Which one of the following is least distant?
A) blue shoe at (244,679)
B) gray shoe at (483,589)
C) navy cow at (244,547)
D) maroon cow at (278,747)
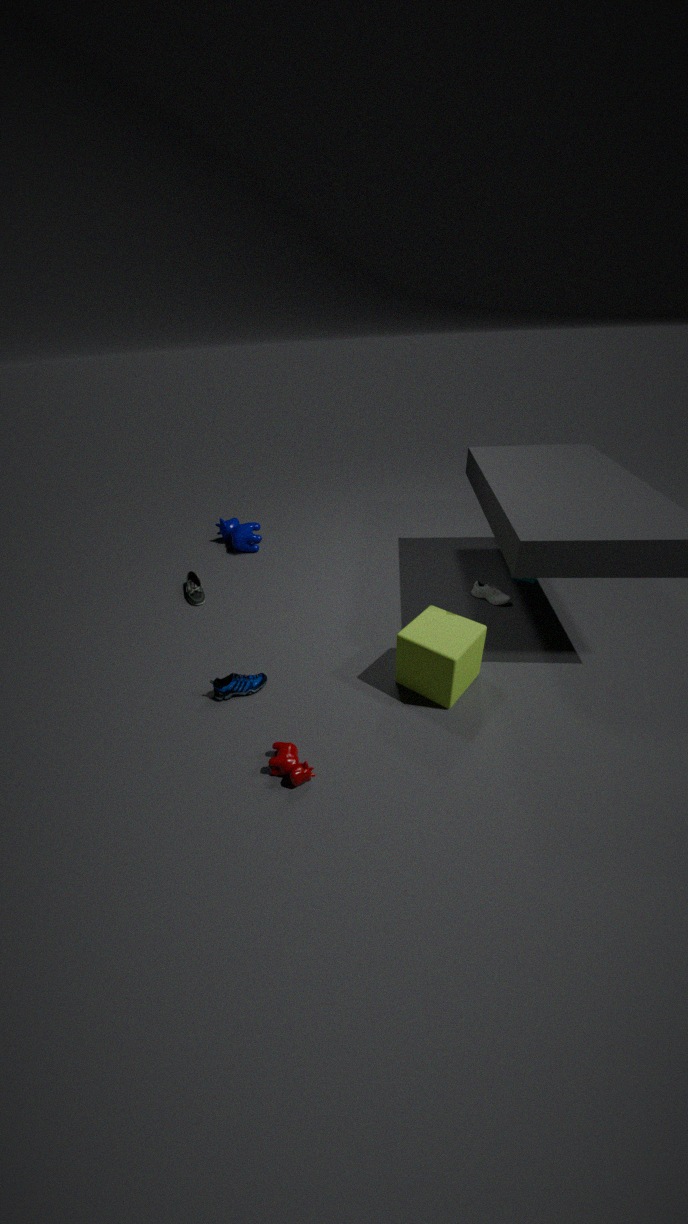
maroon cow at (278,747)
